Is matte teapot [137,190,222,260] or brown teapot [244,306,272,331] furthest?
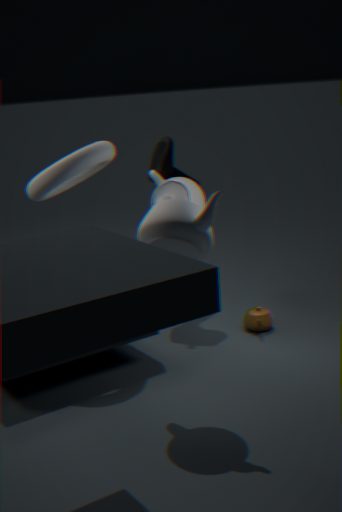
brown teapot [244,306,272,331]
